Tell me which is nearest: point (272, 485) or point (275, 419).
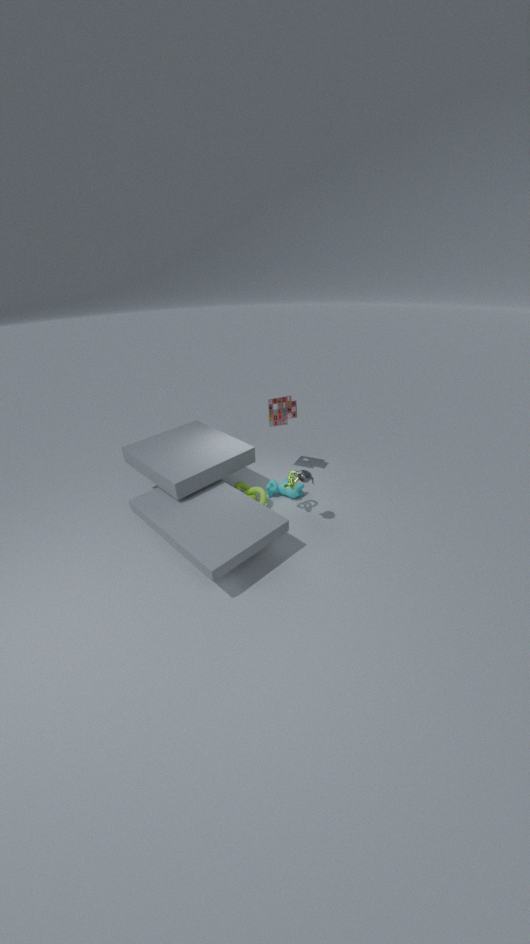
point (272, 485)
